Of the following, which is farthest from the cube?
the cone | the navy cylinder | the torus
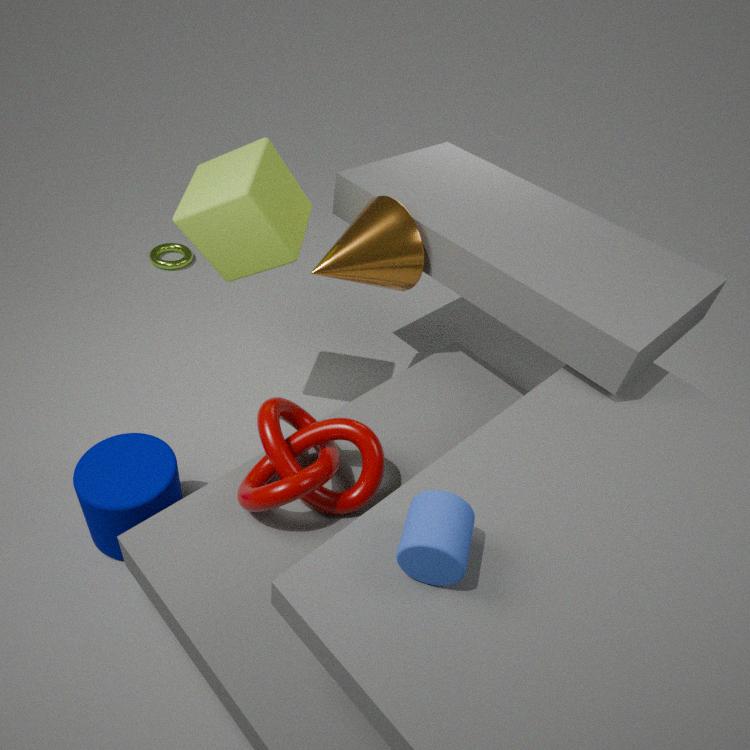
the torus
